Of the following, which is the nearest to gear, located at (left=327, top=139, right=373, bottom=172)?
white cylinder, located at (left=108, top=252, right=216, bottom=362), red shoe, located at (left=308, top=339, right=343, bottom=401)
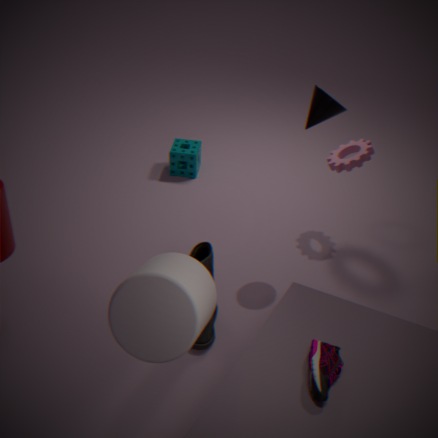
red shoe, located at (left=308, top=339, right=343, bottom=401)
